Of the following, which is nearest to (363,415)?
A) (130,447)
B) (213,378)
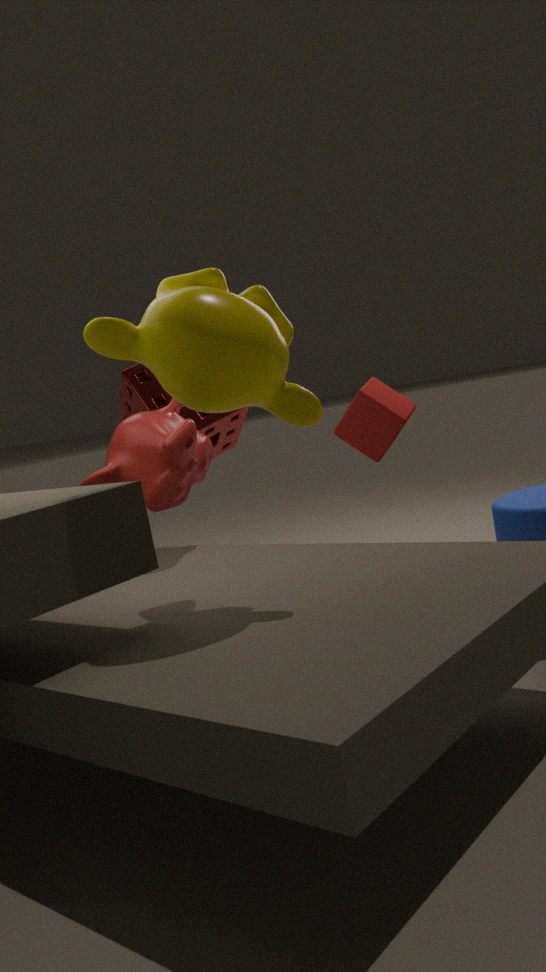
(130,447)
